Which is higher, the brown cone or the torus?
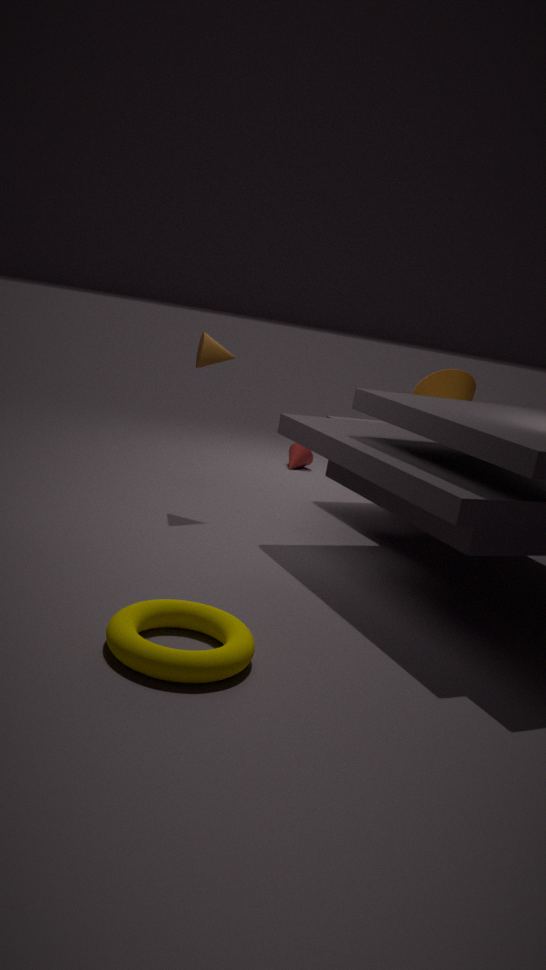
the brown cone
